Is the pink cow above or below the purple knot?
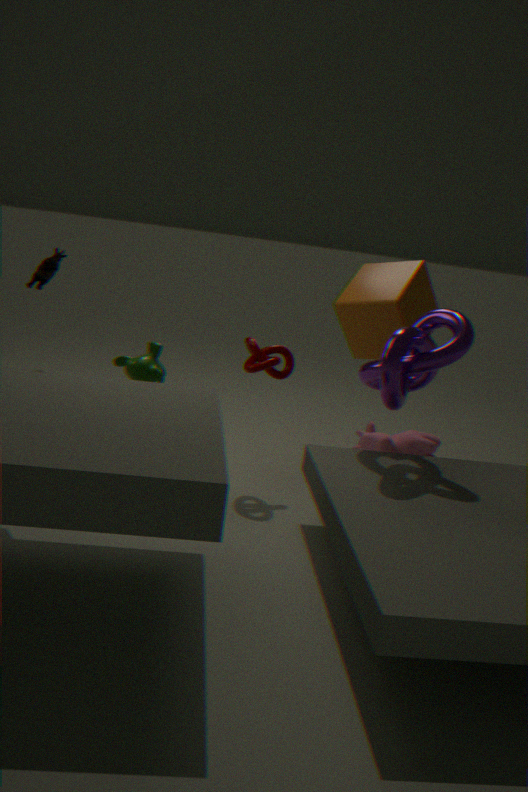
below
